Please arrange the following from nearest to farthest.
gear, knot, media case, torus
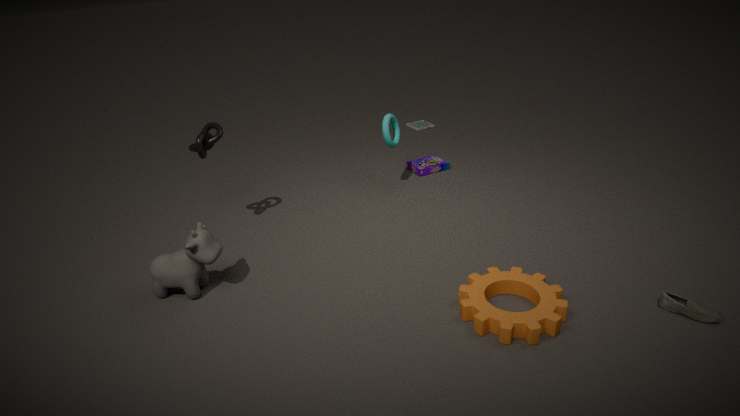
gear < knot < torus < media case
